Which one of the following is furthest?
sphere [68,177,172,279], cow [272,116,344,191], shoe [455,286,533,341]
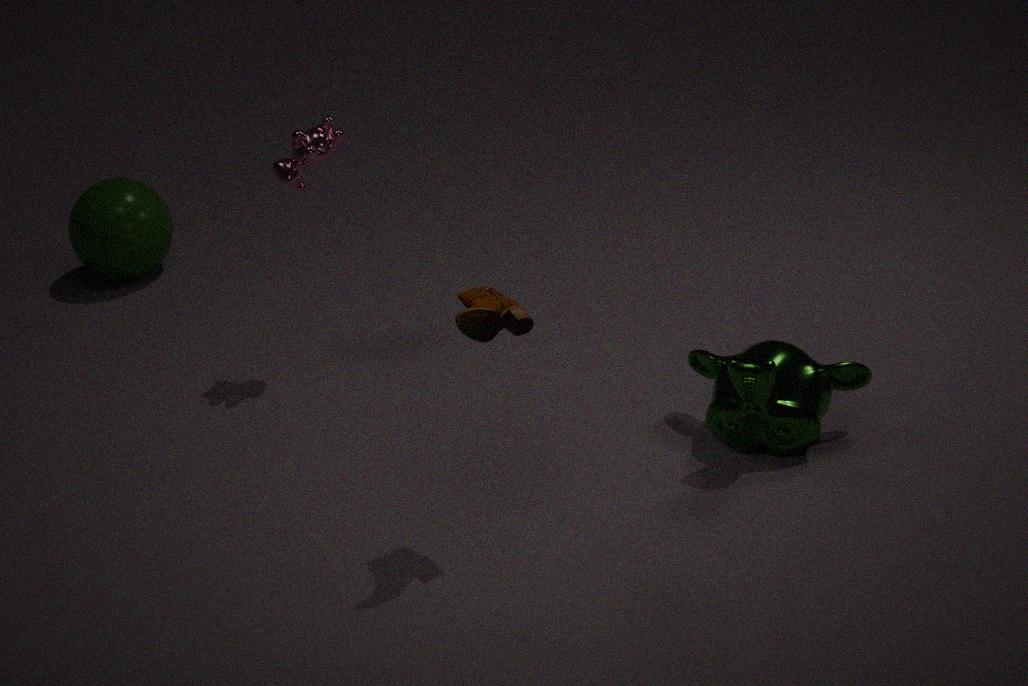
sphere [68,177,172,279]
